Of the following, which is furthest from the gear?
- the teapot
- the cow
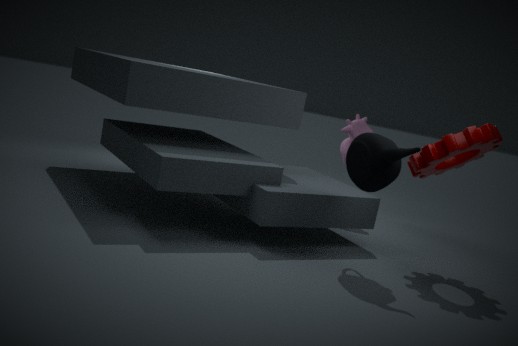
the cow
